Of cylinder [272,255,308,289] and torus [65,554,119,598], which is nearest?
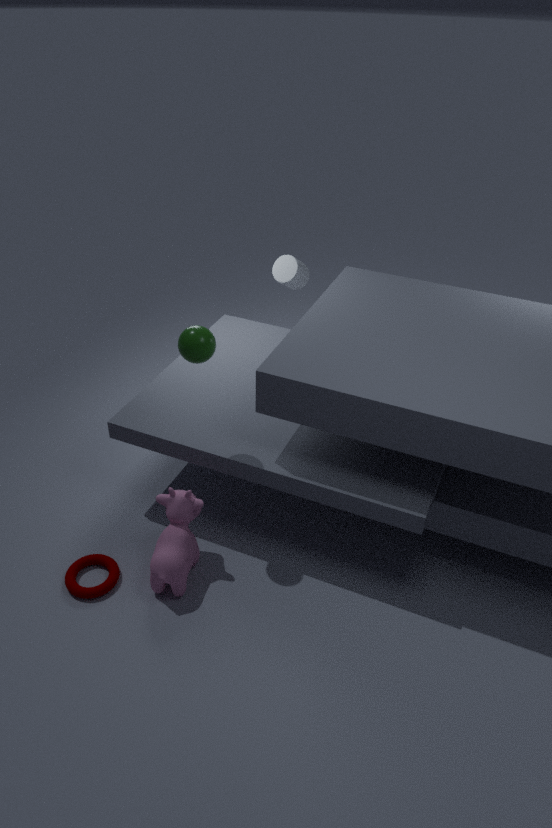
torus [65,554,119,598]
